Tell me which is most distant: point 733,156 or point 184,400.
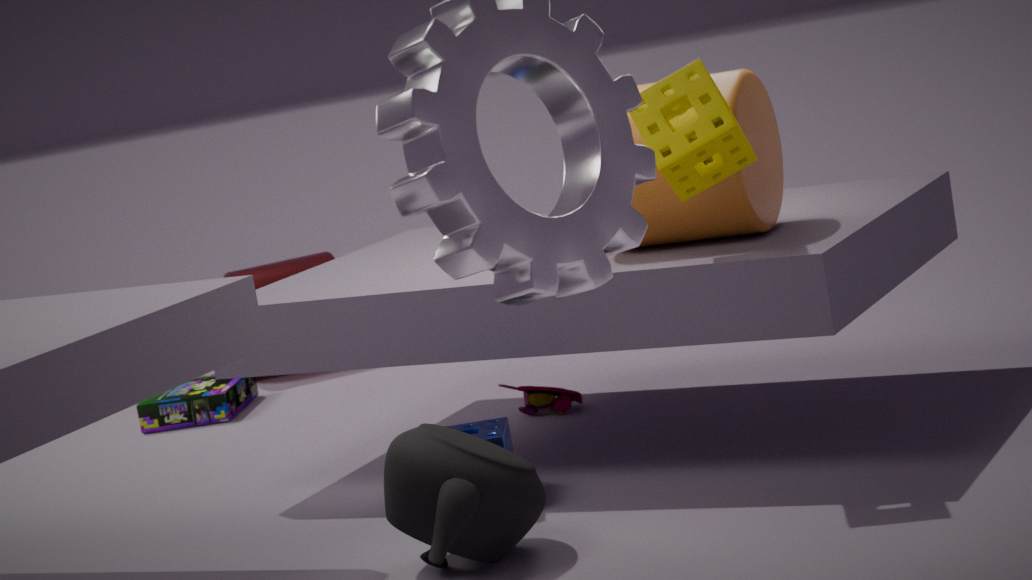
point 184,400
